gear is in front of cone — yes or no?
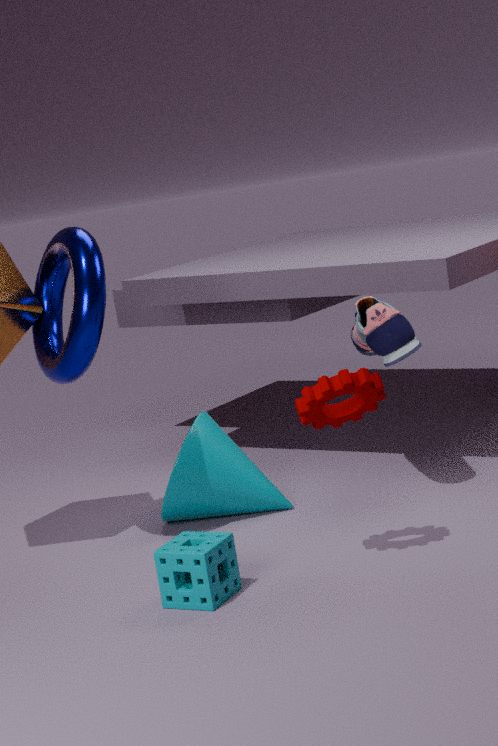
Yes
